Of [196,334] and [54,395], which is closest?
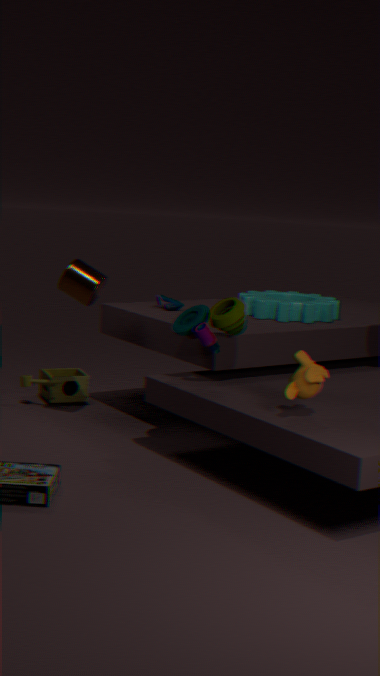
[196,334]
